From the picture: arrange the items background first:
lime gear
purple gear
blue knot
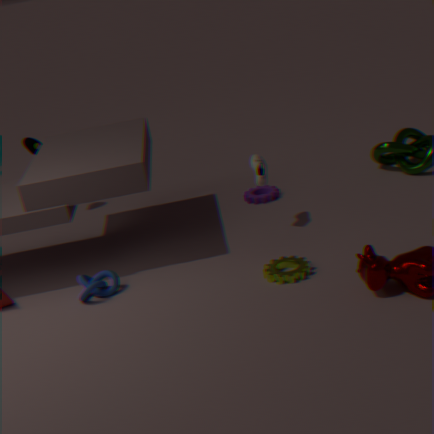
purple gear < blue knot < lime gear
